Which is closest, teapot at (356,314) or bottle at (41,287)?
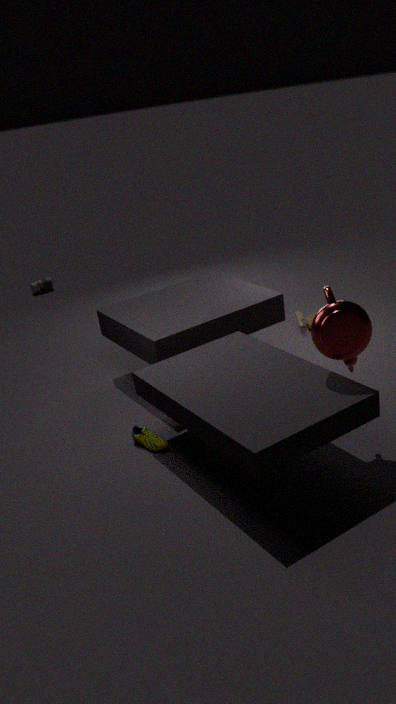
teapot at (356,314)
